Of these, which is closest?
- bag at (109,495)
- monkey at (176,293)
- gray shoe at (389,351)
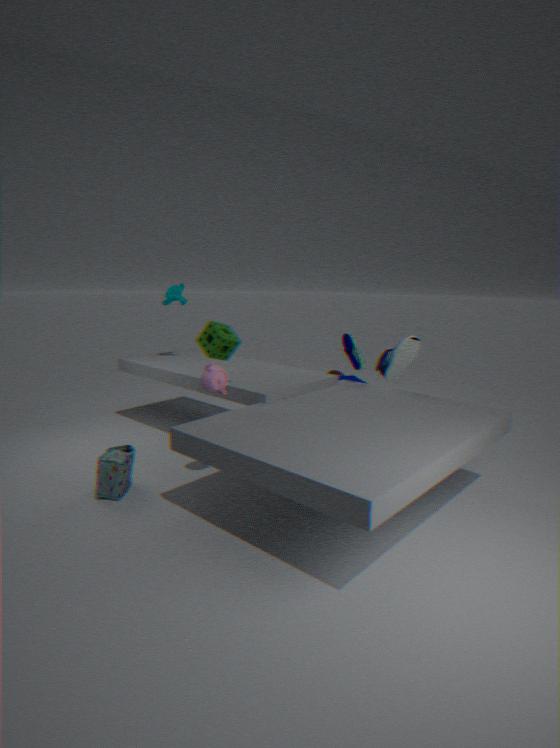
bag at (109,495)
